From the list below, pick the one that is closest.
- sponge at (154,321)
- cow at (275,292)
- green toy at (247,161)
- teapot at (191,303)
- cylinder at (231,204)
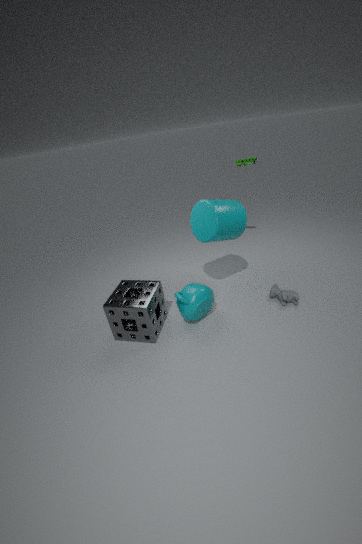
sponge at (154,321)
